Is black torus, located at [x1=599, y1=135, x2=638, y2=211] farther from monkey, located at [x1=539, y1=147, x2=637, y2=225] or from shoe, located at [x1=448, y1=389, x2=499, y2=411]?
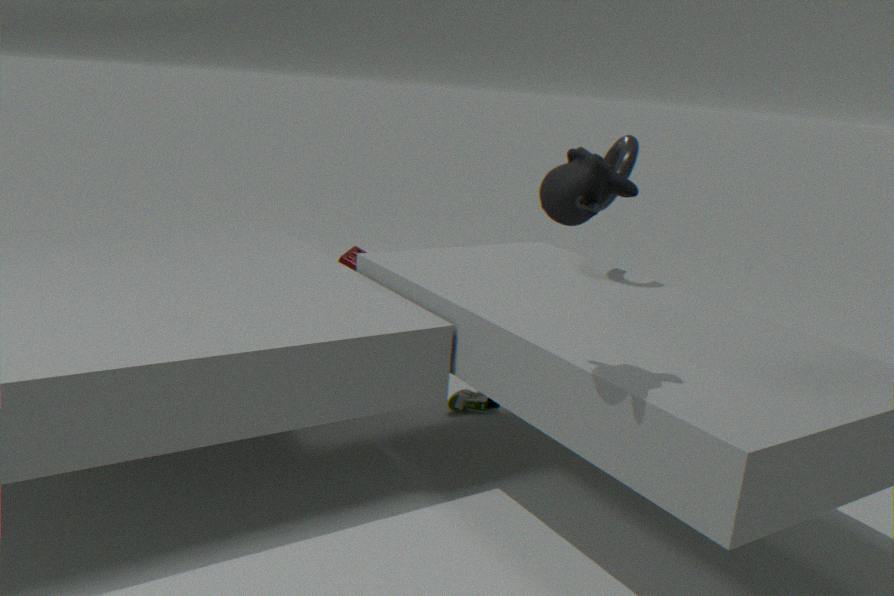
shoe, located at [x1=448, y1=389, x2=499, y2=411]
